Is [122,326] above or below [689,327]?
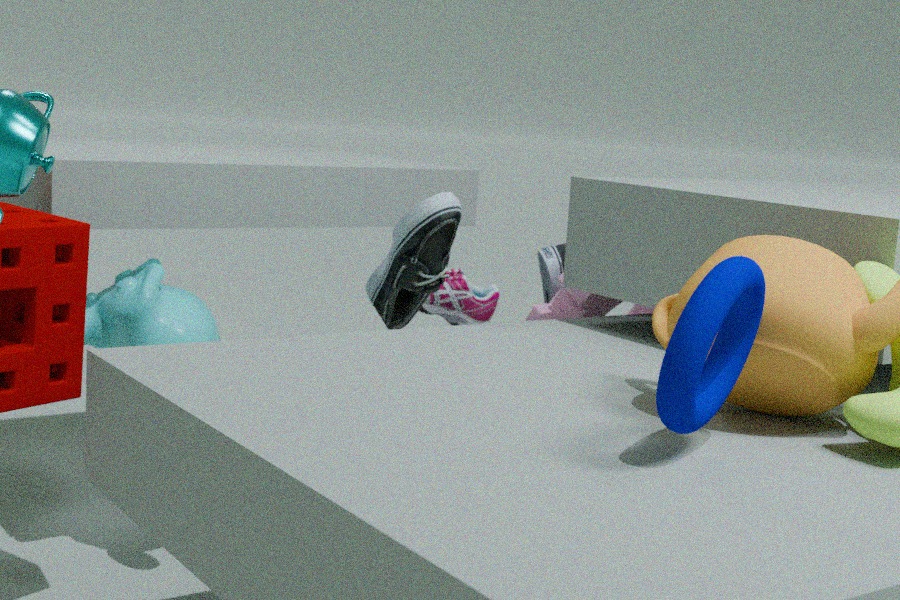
below
